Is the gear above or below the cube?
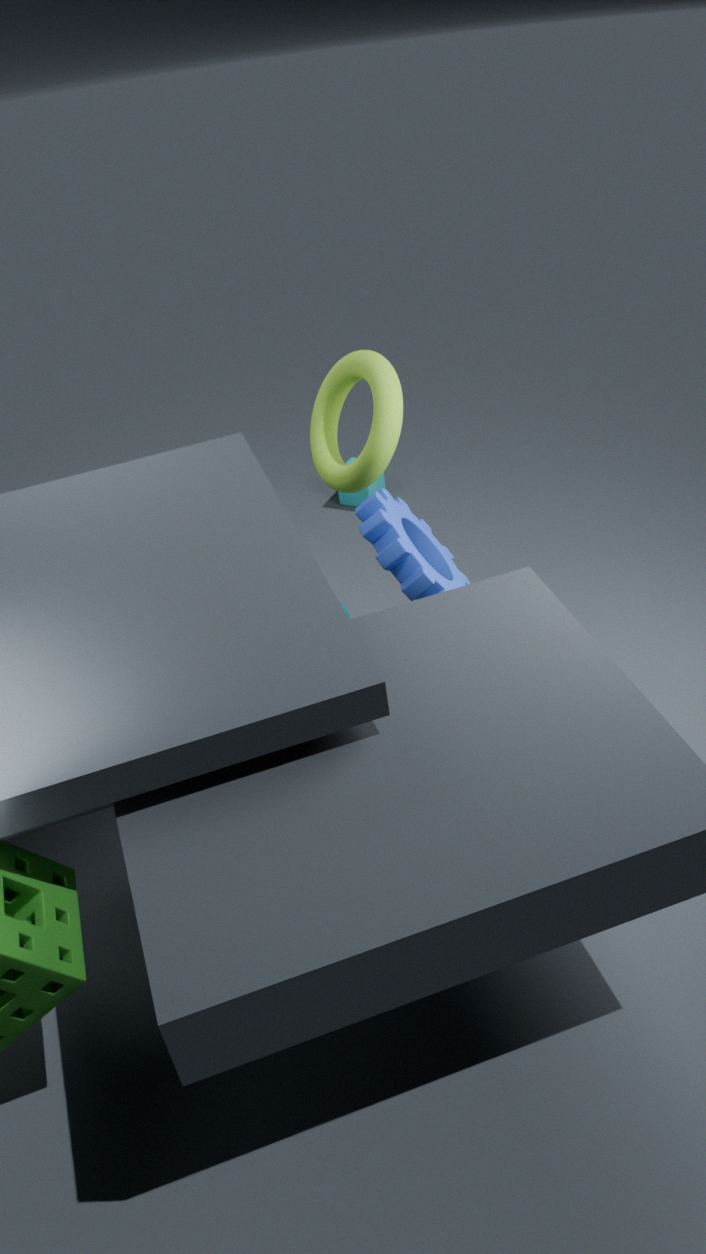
above
